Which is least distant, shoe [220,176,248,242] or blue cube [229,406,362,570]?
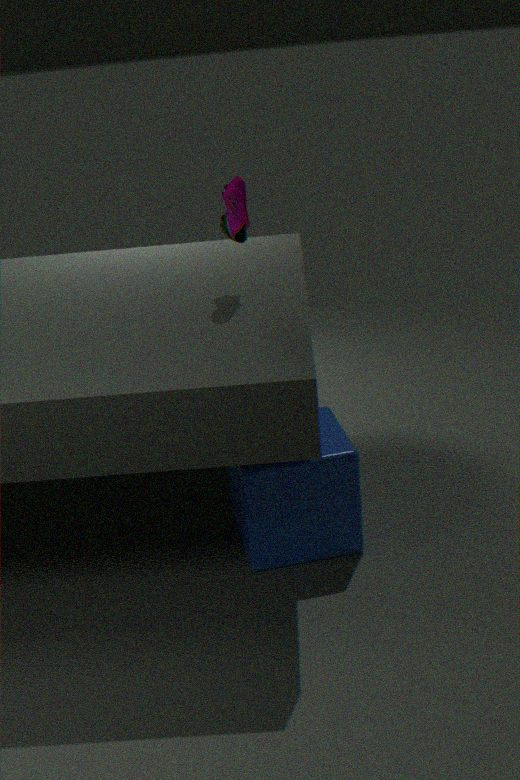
blue cube [229,406,362,570]
